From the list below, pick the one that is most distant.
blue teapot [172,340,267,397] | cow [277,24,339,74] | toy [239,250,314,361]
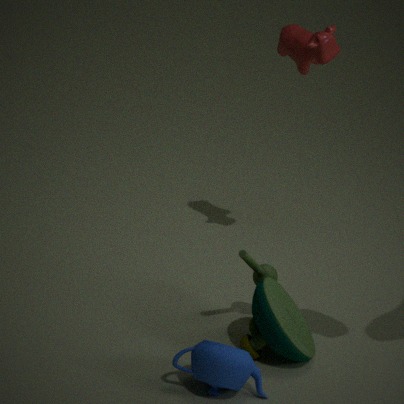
cow [277,24,339,74]
